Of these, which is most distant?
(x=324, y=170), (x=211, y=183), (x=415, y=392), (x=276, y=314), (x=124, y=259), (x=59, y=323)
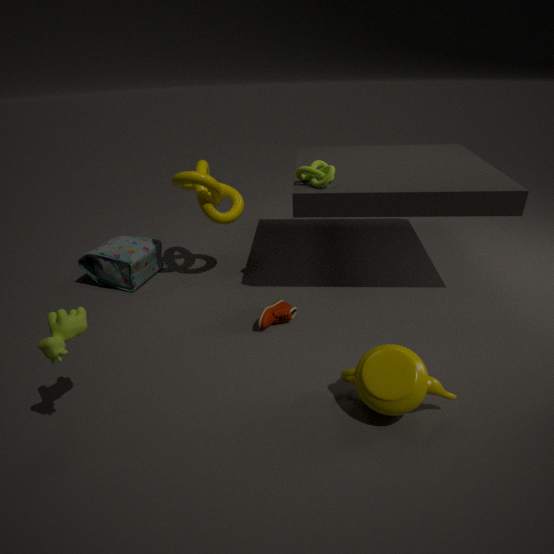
(x=124, y=259)
